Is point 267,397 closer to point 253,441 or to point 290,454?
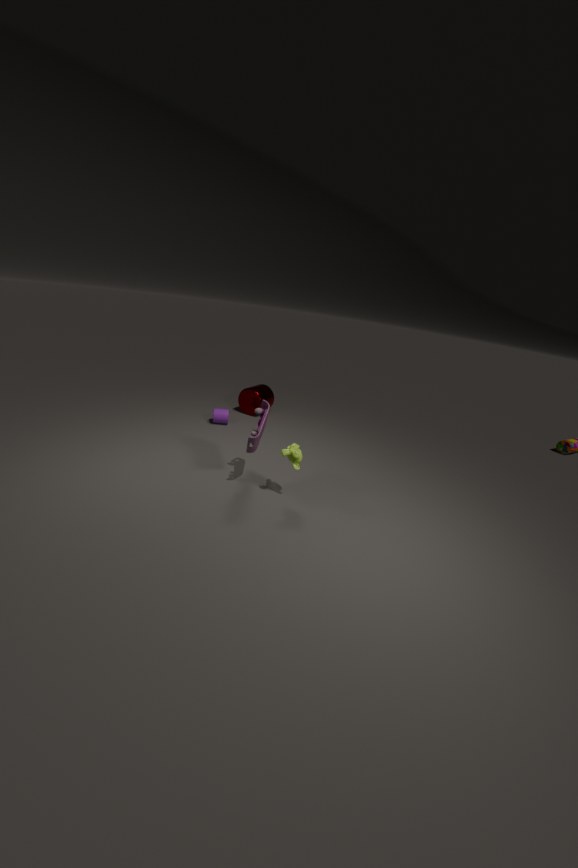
point 253,441
